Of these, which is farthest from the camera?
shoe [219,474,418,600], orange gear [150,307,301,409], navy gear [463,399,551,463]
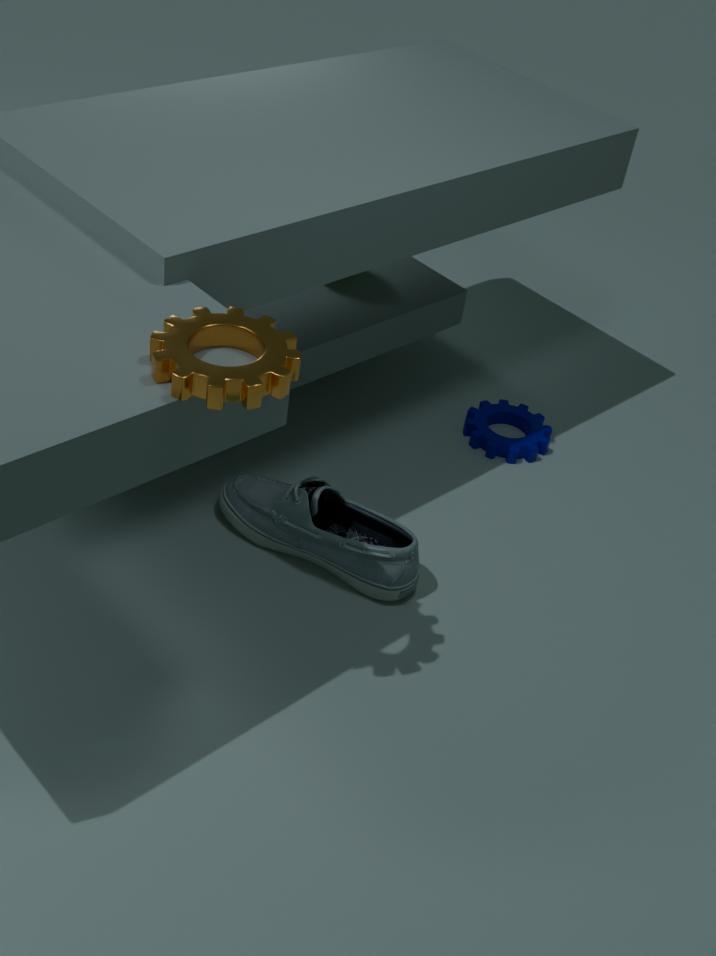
navy gear [463,399,551,463]
